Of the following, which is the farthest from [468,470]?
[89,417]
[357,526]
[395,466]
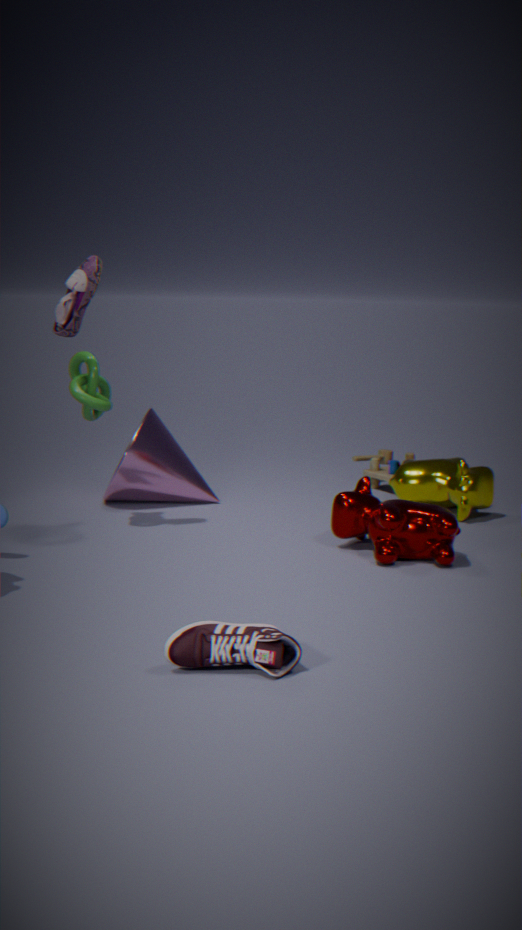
[89,417]
